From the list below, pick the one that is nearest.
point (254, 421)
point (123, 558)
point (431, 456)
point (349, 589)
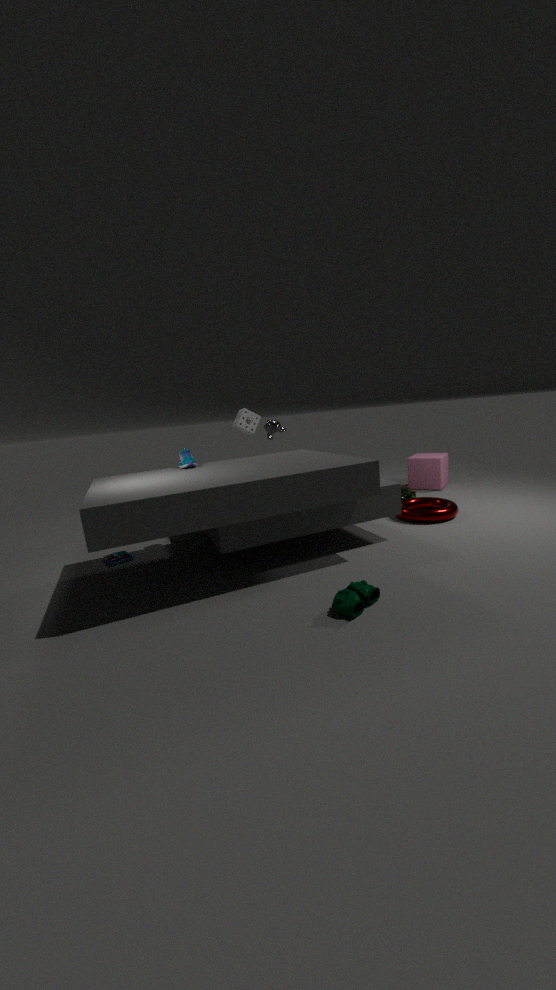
point (349, 589)
